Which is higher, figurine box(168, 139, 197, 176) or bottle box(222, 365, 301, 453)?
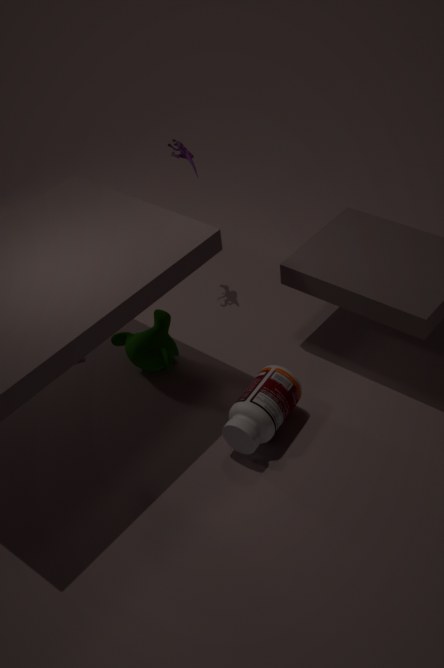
figurine box(168, 139, 197, 176)
